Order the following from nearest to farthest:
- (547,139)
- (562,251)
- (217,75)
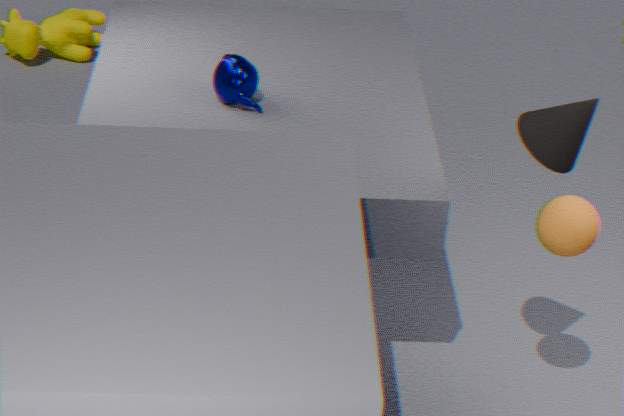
1. (547,139)
2. (562,251)
3. (217,75)
